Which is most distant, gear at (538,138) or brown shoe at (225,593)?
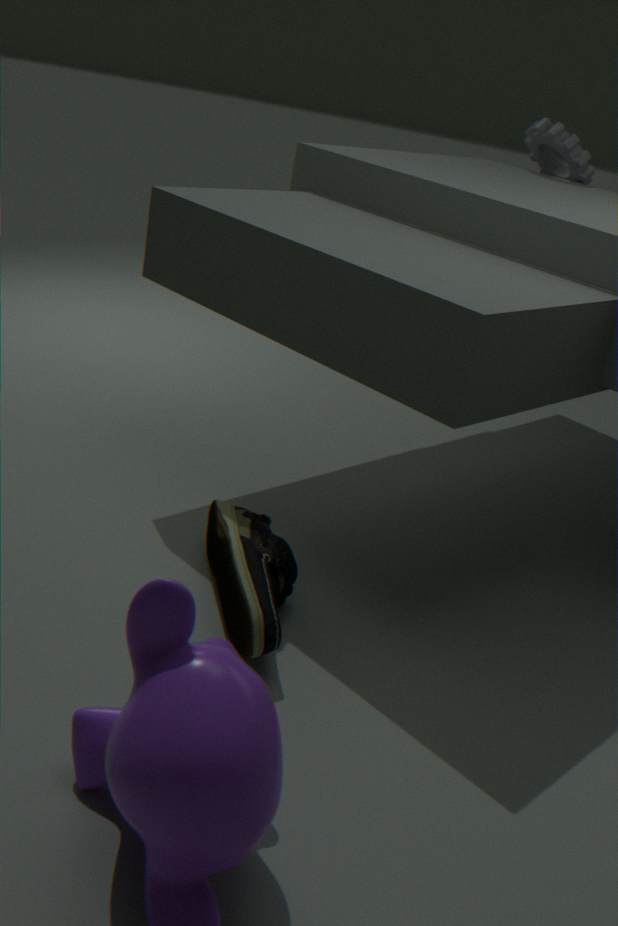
gear at (538,138)
